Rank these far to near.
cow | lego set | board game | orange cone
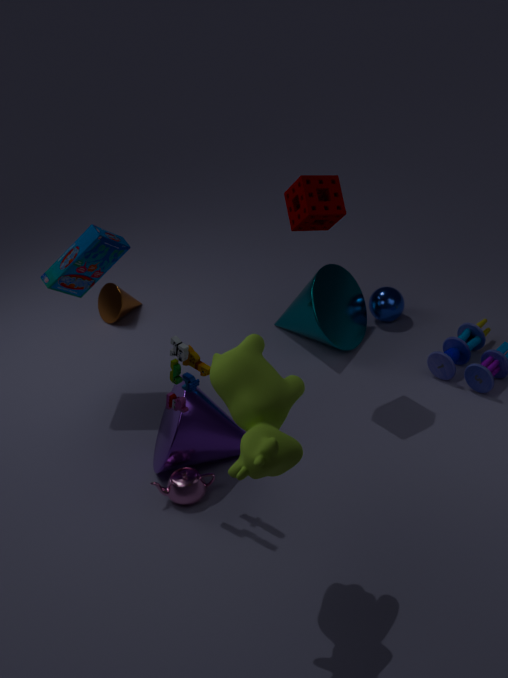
orange cone < board game < lego set < cow
